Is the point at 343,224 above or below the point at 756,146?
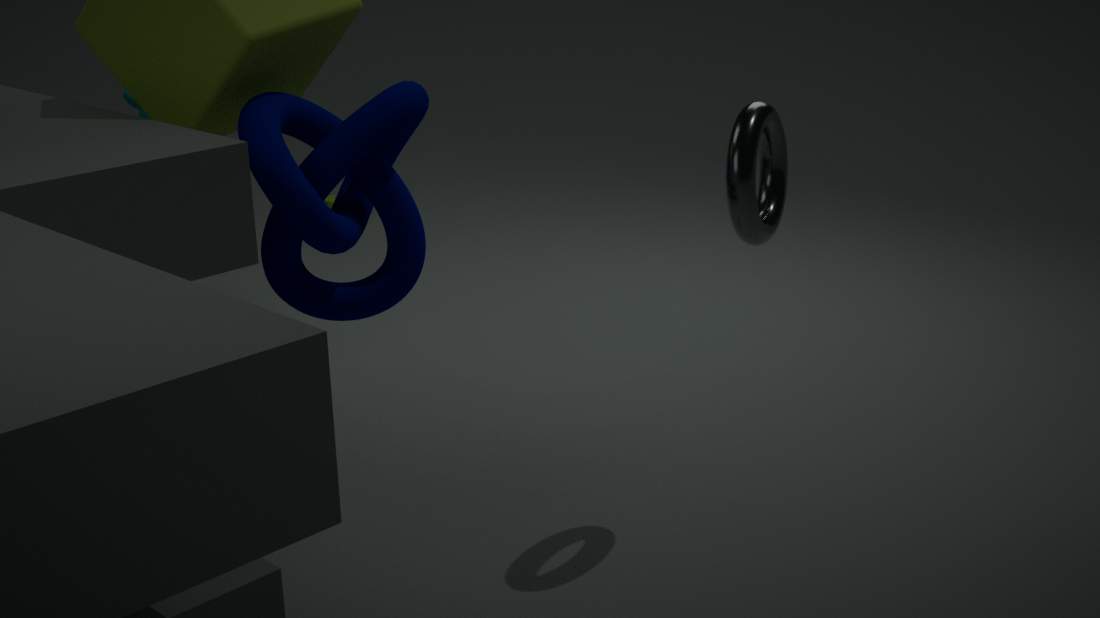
below
